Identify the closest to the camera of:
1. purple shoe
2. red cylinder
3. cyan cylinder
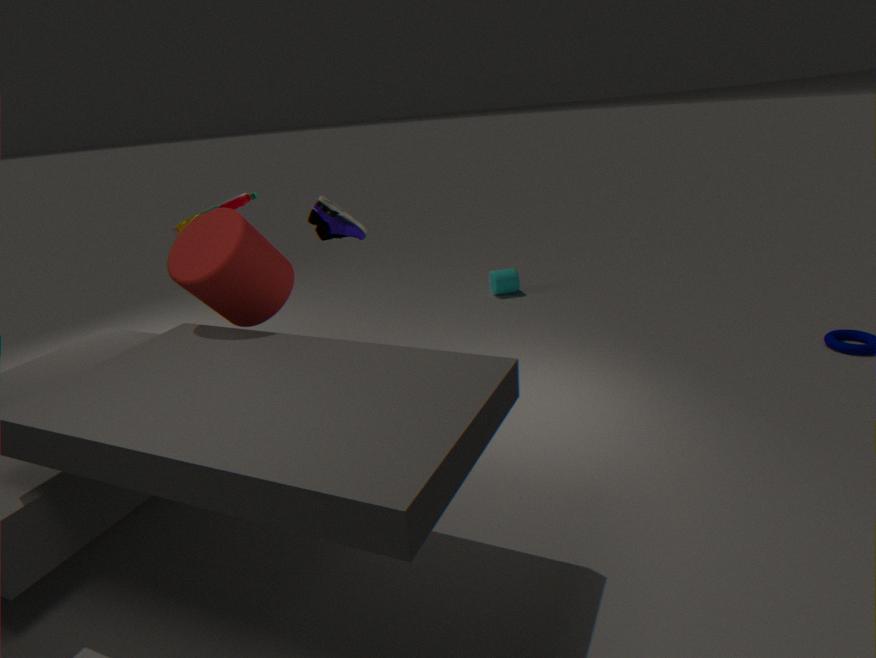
red cylinder
